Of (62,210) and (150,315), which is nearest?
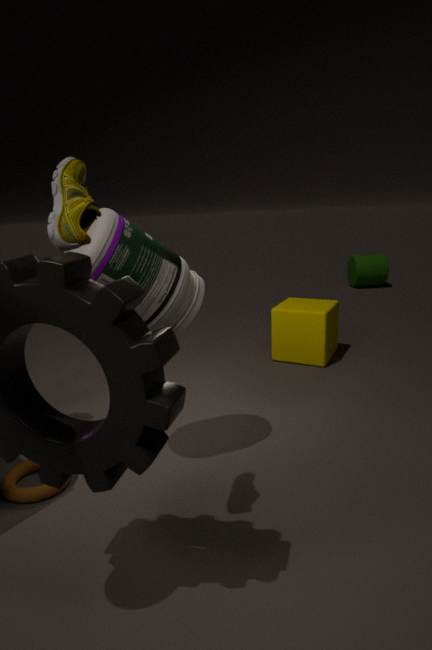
(62,210)
